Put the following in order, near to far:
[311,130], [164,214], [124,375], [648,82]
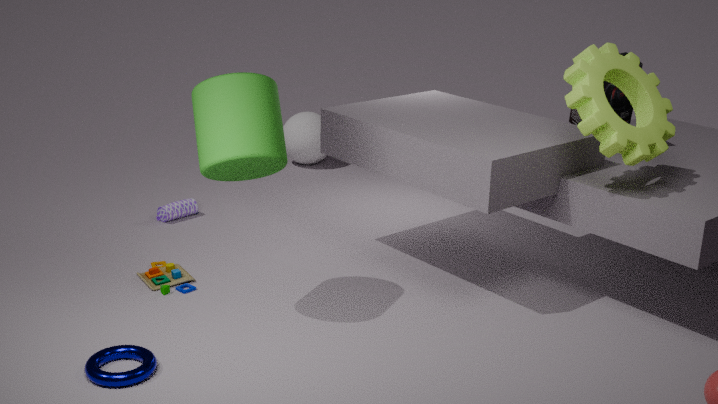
1. [124,375]
2. [648,82]
3. [164,214]
4. [311,130]
